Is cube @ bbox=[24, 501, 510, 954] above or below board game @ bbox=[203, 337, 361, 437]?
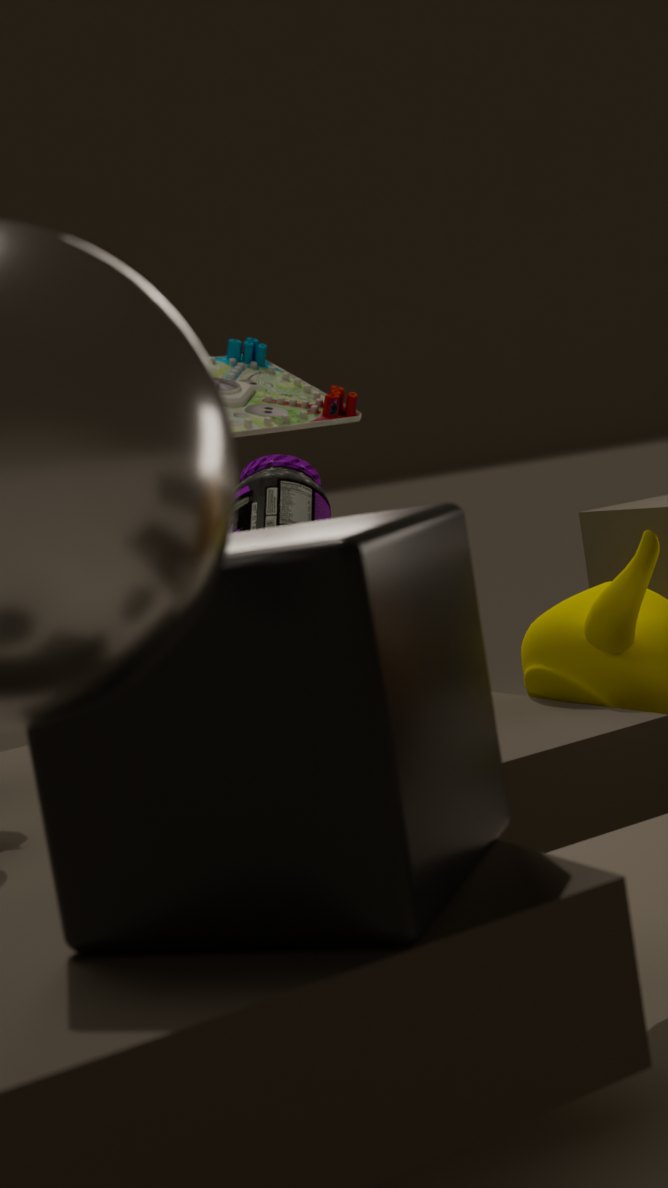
below
